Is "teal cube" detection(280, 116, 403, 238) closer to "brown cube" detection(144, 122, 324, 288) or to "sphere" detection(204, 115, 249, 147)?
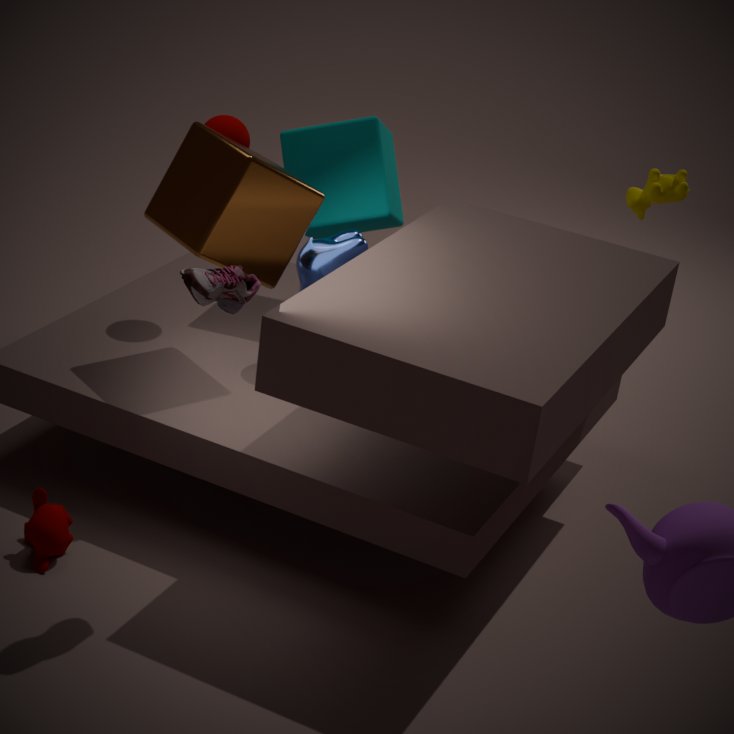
"sphere" detection(204, 115, 249, 147)
